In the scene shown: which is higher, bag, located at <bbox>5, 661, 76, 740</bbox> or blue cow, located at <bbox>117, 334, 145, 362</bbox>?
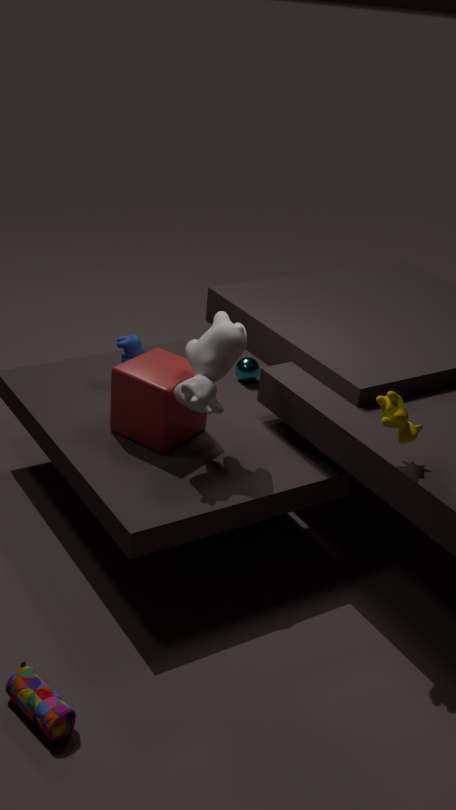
blue cow, located at <bbox>117, 334, 145, 362</bbox>
